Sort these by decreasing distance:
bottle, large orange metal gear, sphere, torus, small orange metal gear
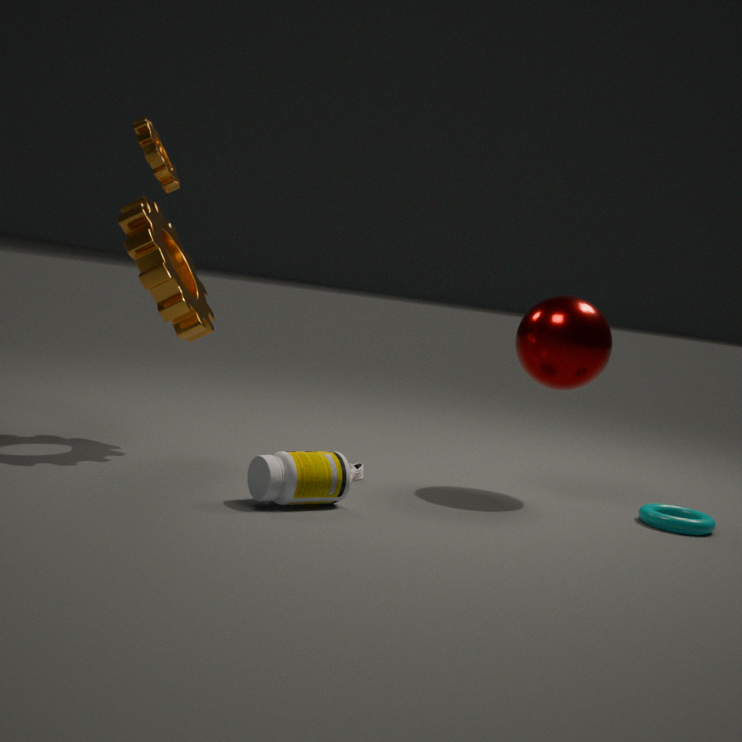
sphere
torus
small orange metal gear
large orange metal gear
bottle
